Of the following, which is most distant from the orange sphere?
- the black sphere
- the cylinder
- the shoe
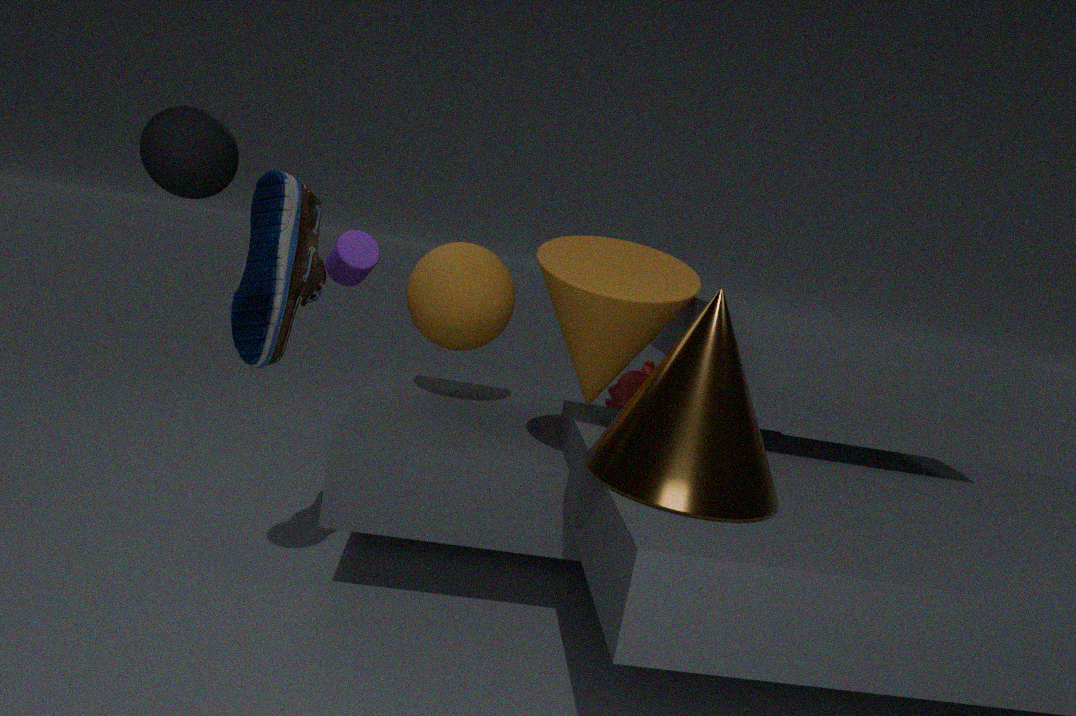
the black sphere
